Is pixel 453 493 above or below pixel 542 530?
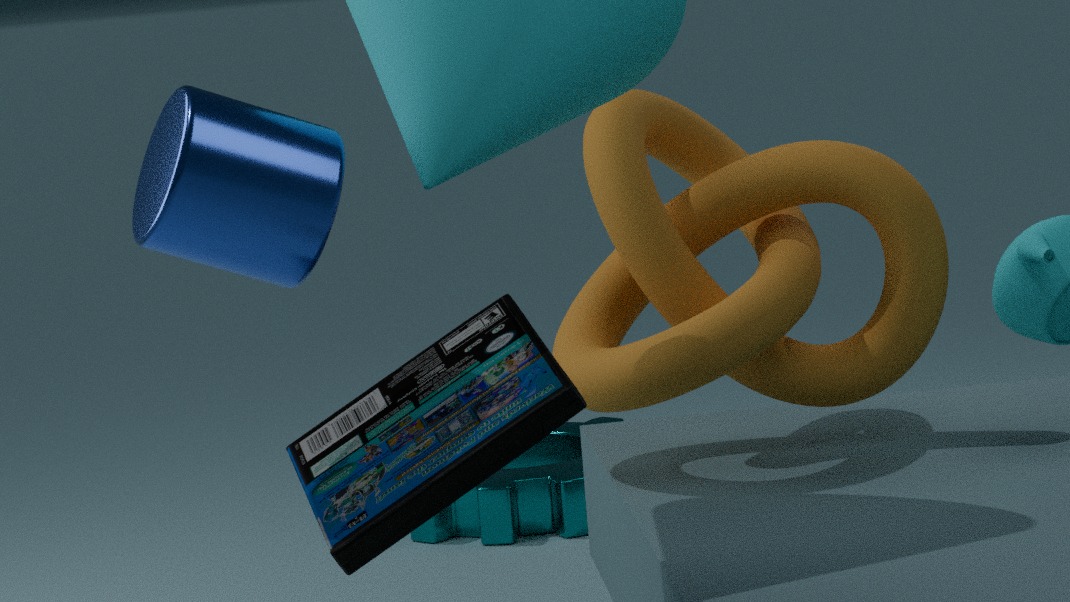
above
